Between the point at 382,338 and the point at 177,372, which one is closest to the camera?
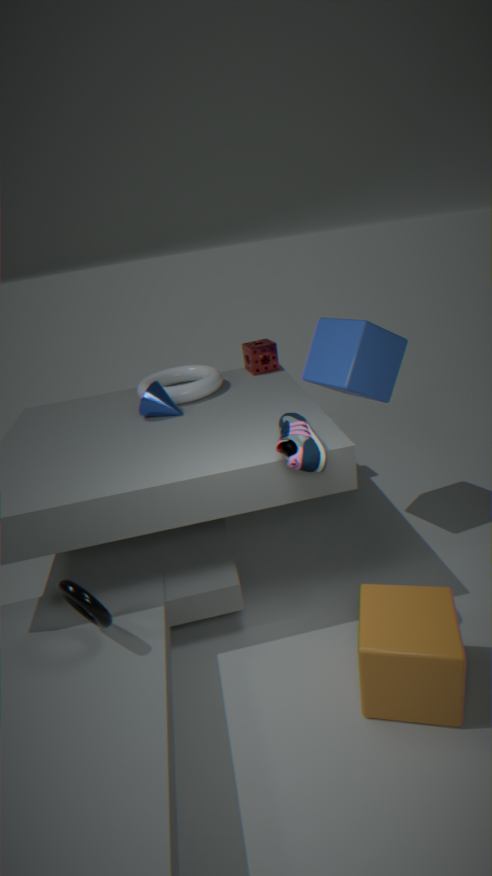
the point at 382,338
